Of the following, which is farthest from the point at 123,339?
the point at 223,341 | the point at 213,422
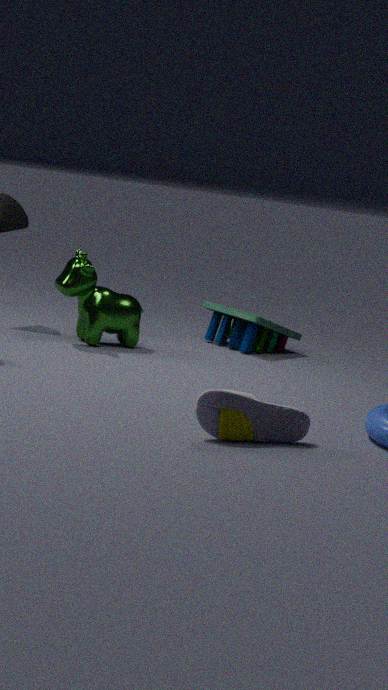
the point at 213,422
